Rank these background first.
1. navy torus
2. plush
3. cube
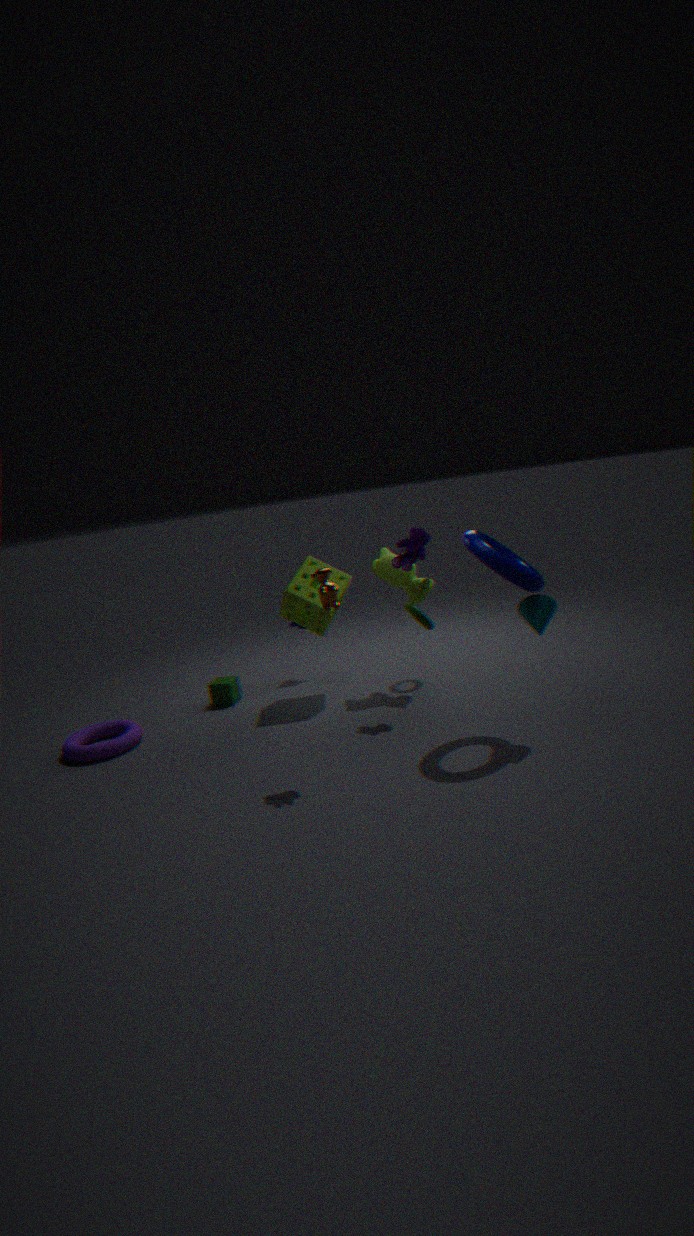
cube < plush < navy torus
